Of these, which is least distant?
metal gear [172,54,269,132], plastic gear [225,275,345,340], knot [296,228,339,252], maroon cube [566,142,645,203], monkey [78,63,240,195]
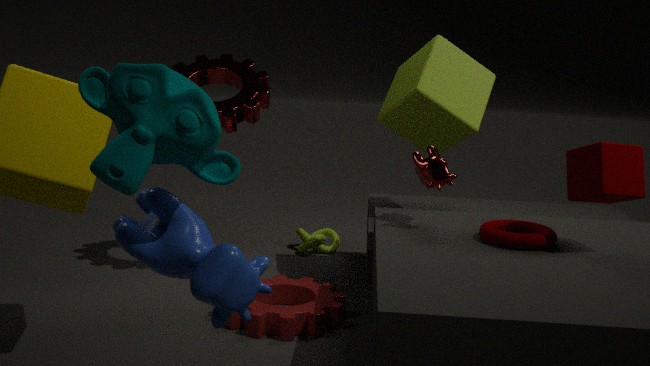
monkey [78,63,240,195]
